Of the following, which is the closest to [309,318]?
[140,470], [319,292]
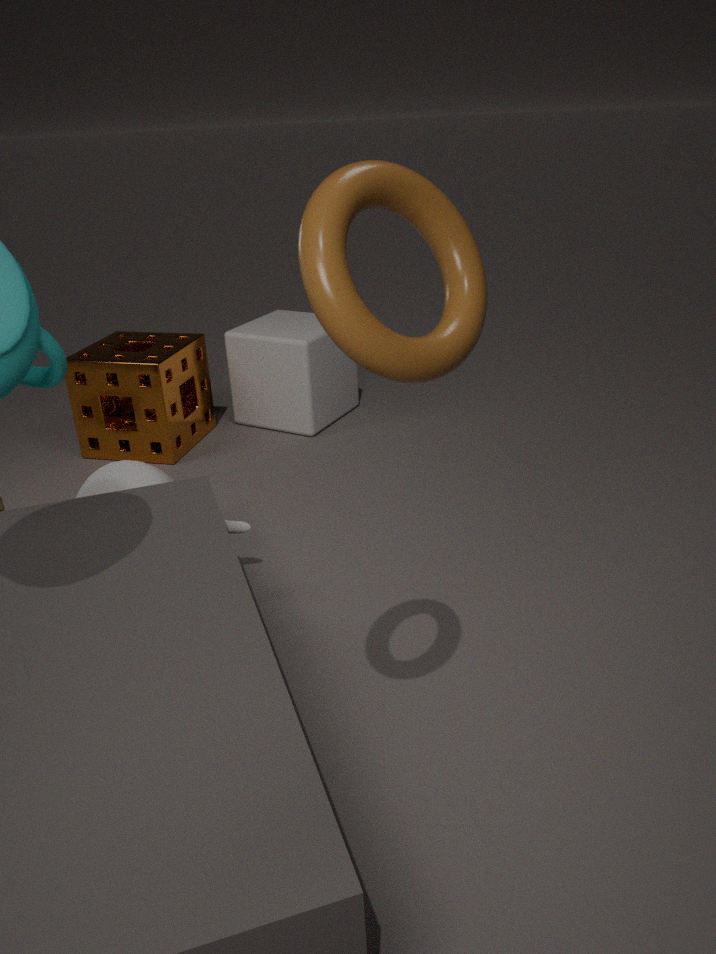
[140,470]
